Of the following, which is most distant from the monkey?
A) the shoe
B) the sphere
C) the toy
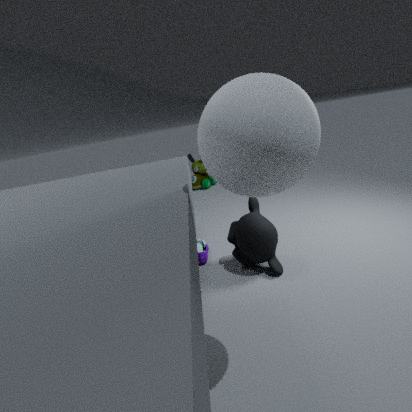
the toy
